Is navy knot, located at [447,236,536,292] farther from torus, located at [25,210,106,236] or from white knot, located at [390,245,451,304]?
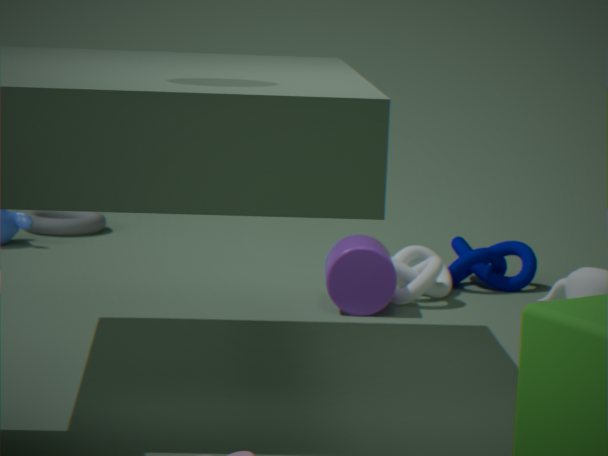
torus, located at [25,210,106,236]
